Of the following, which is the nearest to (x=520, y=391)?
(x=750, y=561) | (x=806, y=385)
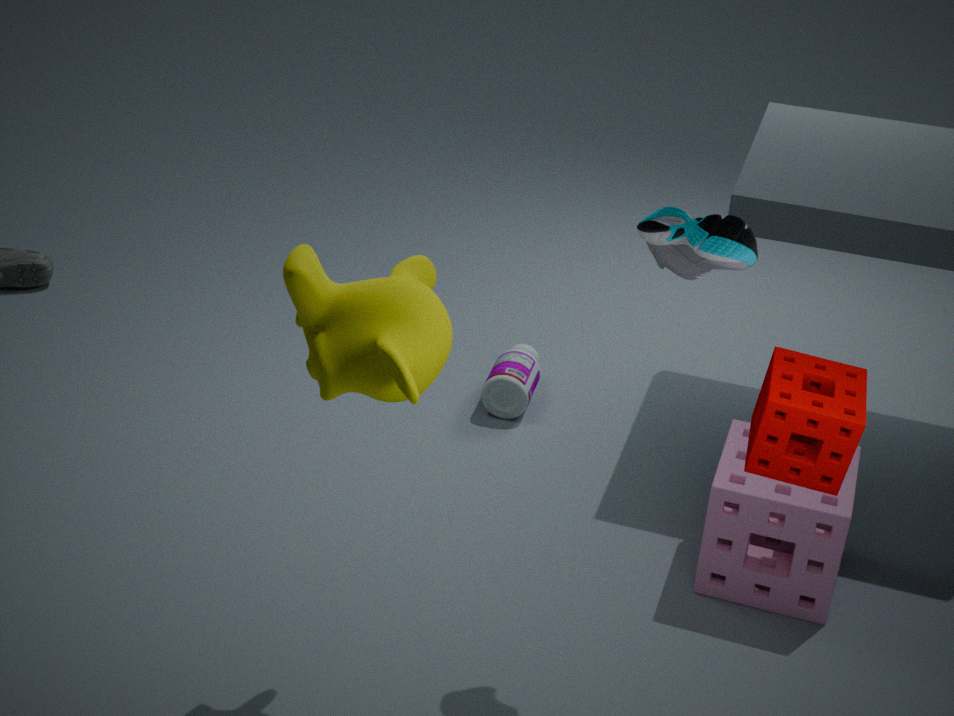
(x=750, y=561)
